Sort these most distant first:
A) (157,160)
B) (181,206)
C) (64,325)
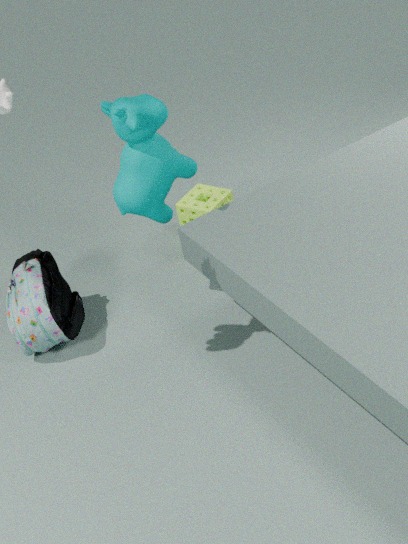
(181,206) → (64,325) → (157,160)
